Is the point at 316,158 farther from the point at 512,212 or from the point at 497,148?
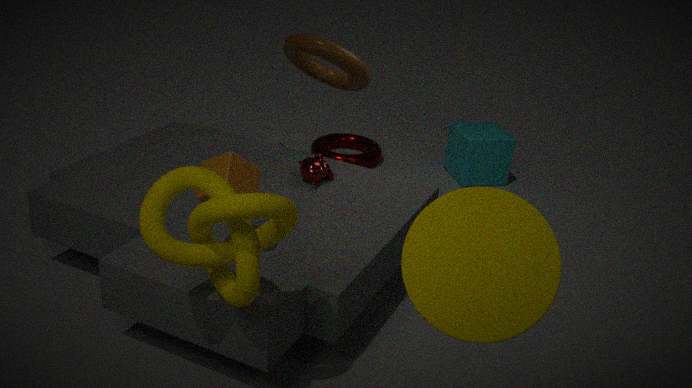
the point at 512,212
